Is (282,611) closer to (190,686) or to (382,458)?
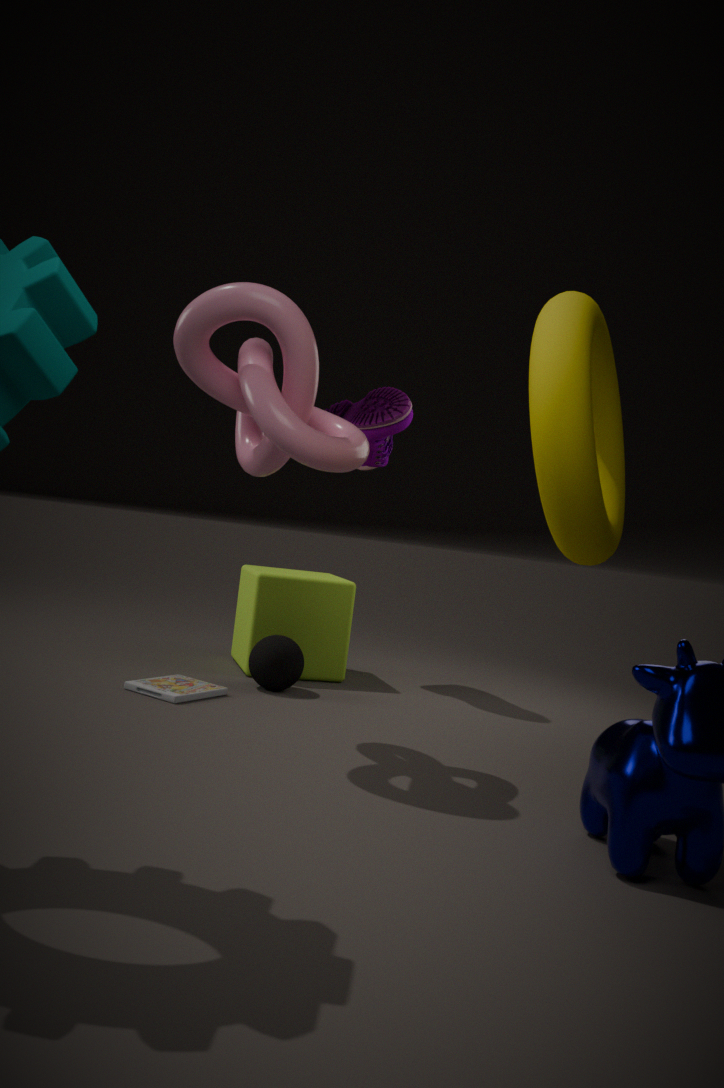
(190,686)
